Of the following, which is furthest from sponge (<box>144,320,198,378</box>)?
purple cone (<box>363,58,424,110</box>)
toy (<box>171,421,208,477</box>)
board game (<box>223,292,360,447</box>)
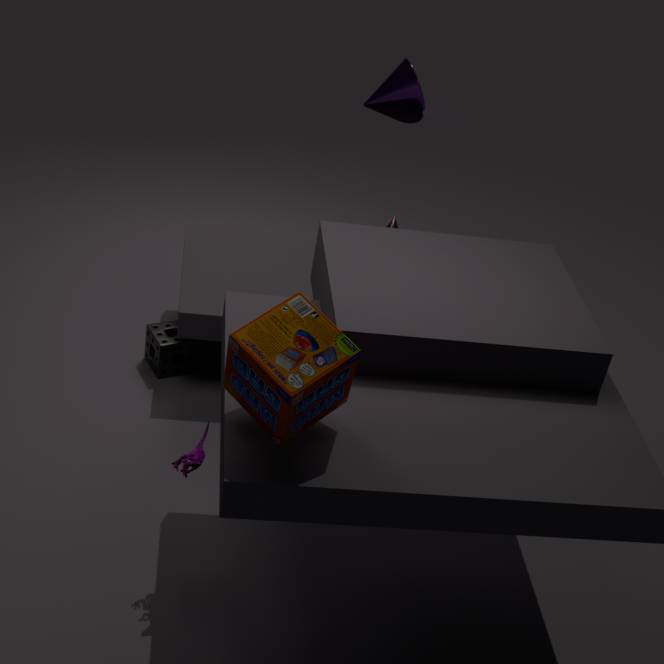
purple cone (<box>363,58,424,110</box>)
